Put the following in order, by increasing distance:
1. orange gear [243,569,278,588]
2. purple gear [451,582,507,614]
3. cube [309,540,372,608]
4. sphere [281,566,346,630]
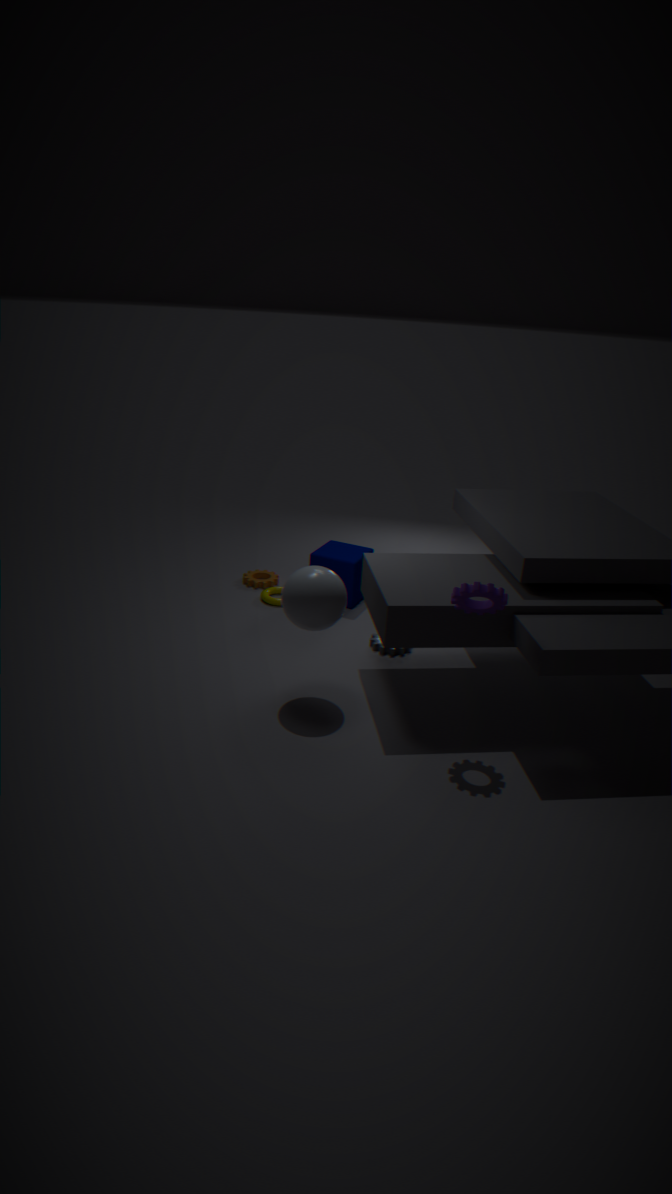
purple gear [451,582,507,614], sphere [281,566,346,630], cube [309,540,372,608], orange gear [243,569,278,588]
